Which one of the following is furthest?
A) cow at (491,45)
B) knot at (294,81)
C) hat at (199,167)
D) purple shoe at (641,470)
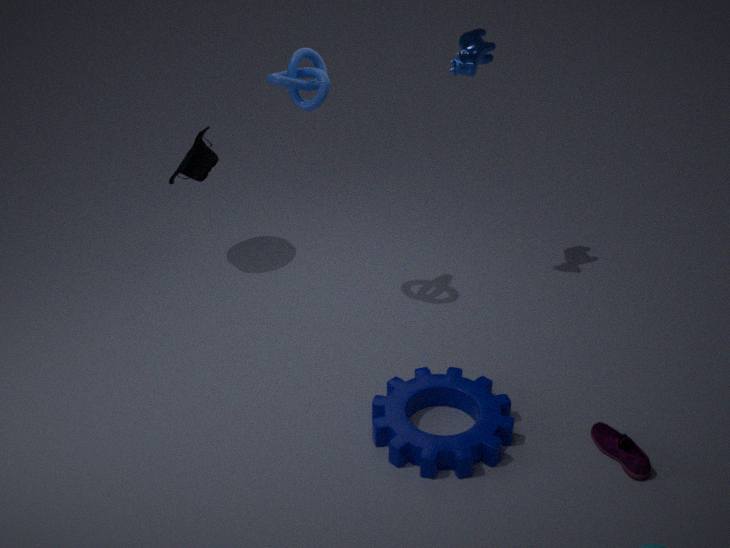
hat at (199,167)
